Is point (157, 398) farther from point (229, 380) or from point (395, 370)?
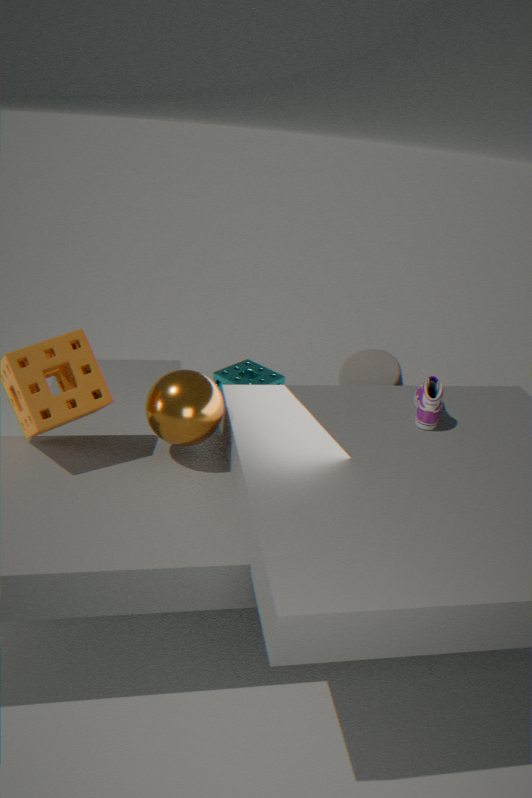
point (229, 380)
